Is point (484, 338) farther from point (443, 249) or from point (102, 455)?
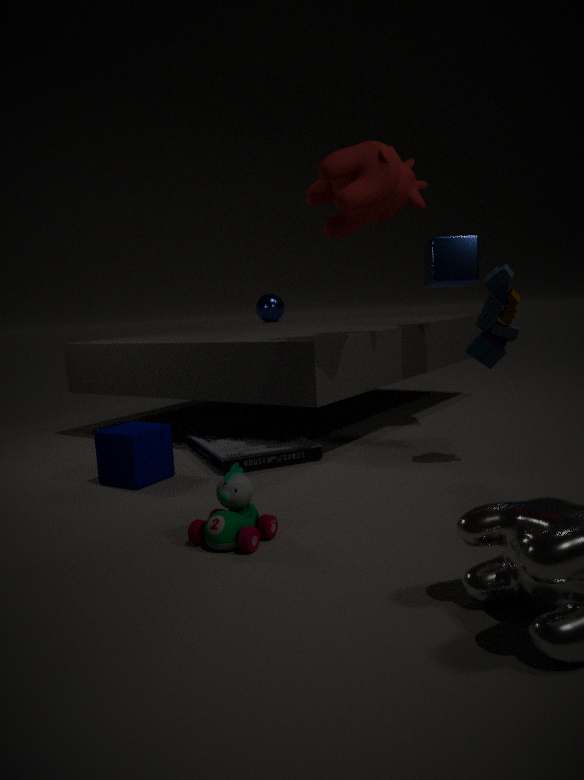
point (102, 455)
